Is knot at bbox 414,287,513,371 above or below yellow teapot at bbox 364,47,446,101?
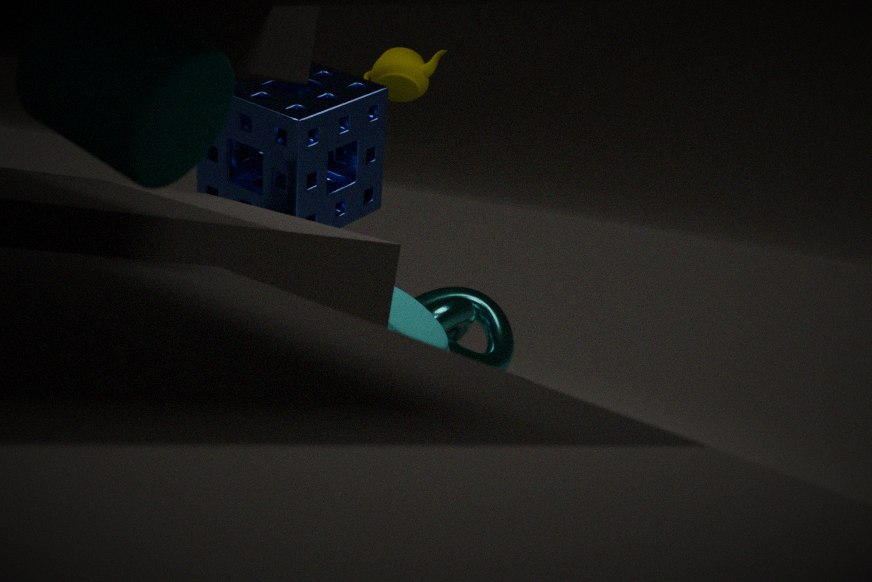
below
